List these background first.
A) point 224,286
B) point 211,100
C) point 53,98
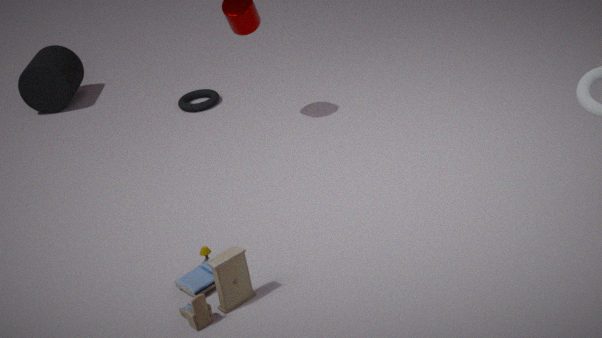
point 53,98 < point 211,100 < point 224,286
